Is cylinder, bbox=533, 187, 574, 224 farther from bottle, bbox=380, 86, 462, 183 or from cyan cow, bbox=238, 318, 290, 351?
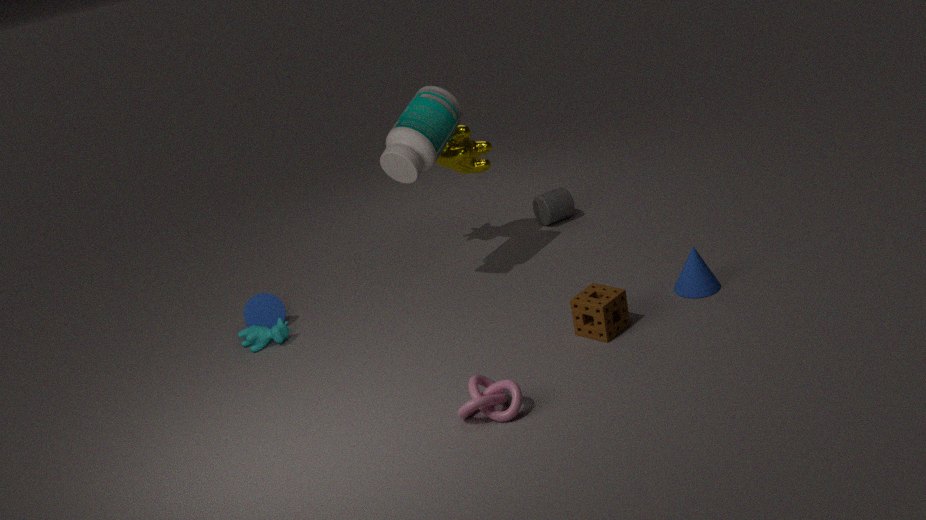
cyan cow, bbox=238, 318, 290, 351
